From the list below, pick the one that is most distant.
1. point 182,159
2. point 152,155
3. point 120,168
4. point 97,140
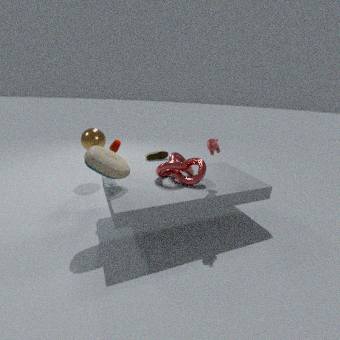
point 152,155
